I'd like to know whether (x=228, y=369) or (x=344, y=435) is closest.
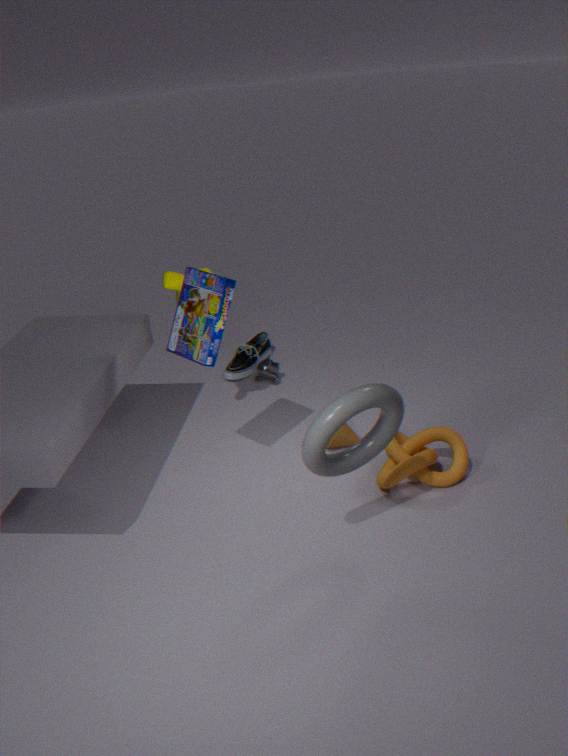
(x=344, y=435)
